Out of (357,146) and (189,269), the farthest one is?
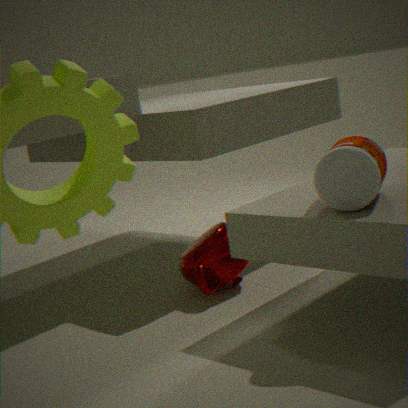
(189,269)
